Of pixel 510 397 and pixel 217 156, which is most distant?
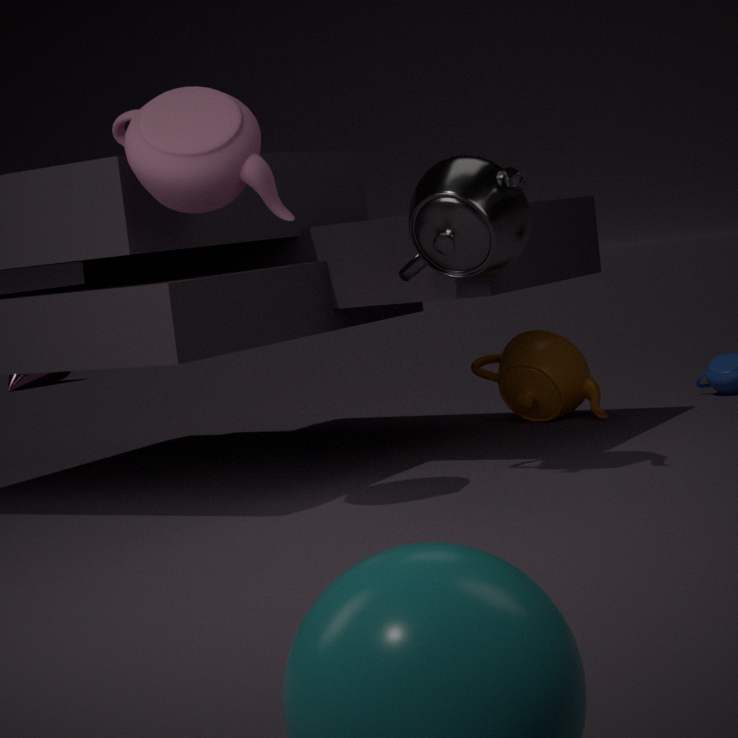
pixel 510 397
